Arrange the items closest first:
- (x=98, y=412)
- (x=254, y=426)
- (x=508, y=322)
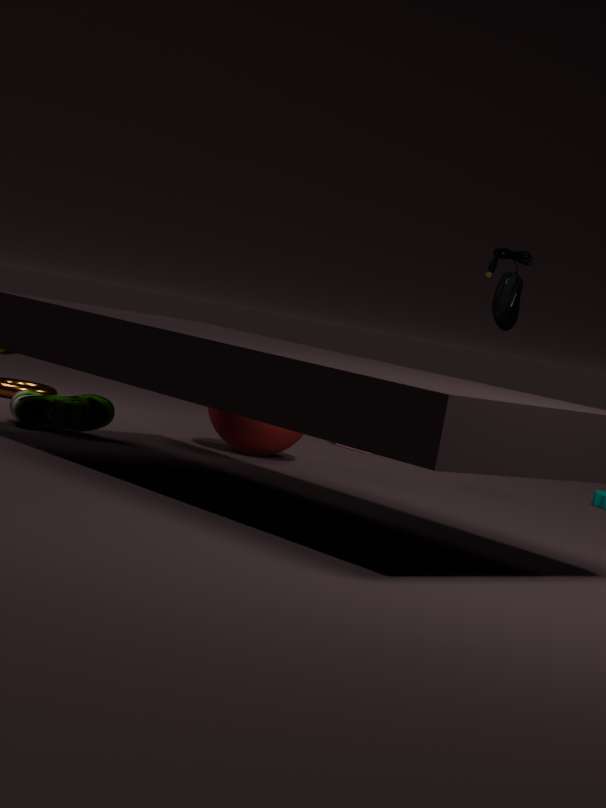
(x=98, y=412) < (x=254, y=426) < (x=508, y=322)
